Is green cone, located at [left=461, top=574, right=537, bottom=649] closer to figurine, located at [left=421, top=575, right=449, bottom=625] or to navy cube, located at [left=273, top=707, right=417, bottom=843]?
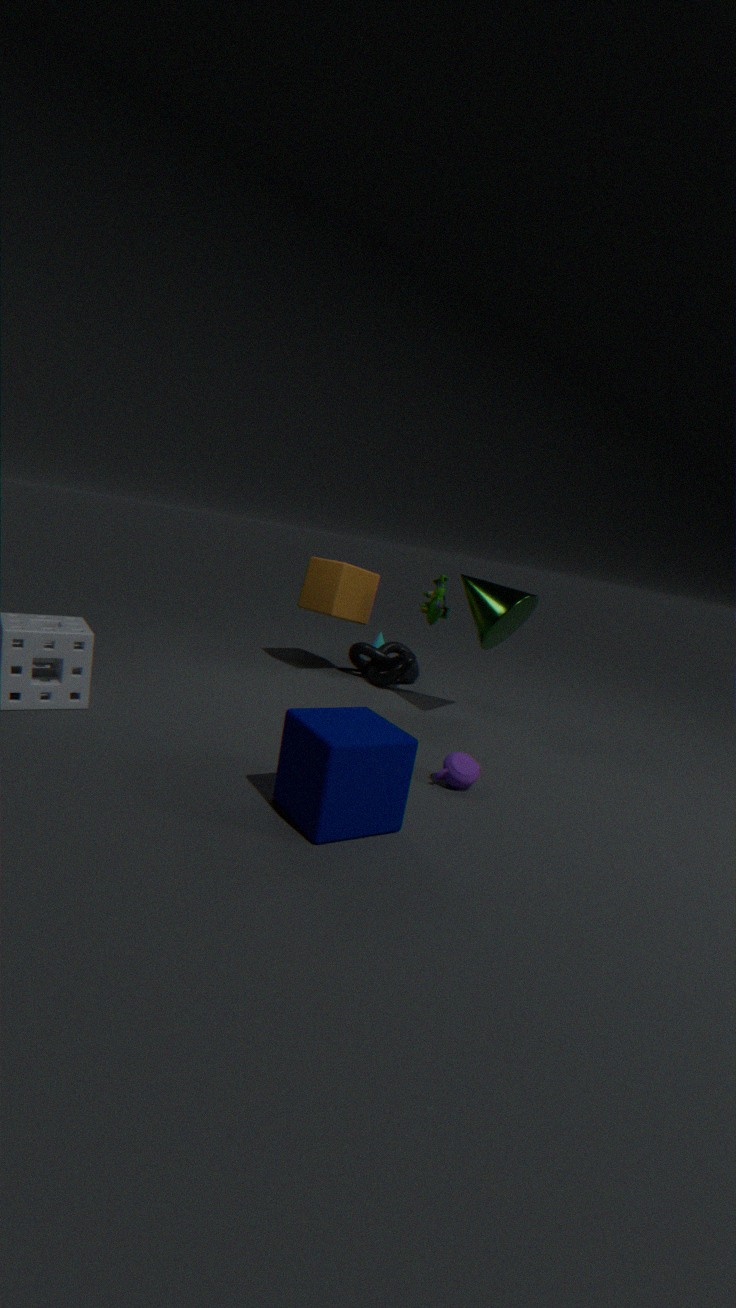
figurine, located at [left=421, top=575, right=449, bottom=625]
